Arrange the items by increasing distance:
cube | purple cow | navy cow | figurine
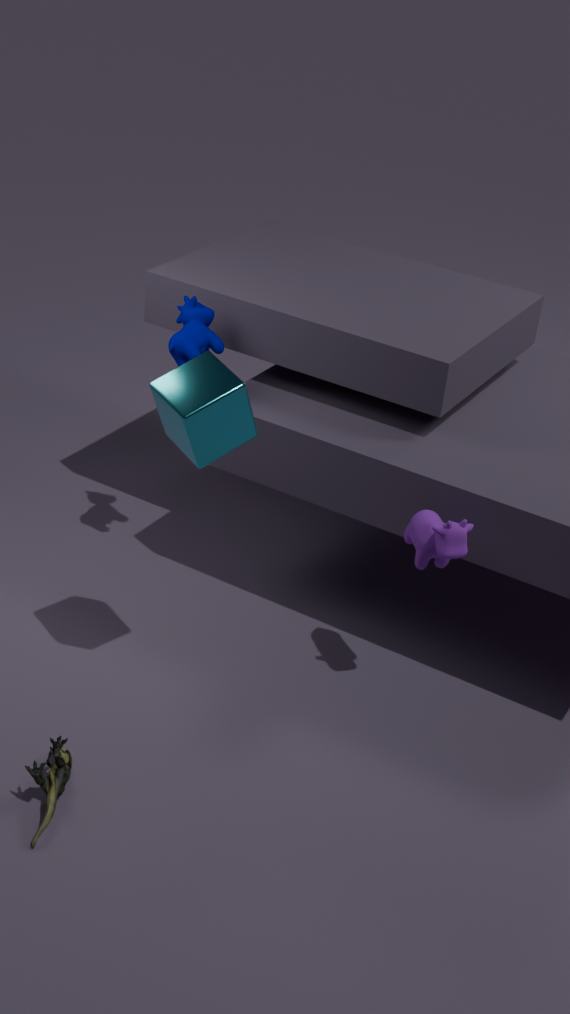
cube, figurine, purple cow, navy cow
